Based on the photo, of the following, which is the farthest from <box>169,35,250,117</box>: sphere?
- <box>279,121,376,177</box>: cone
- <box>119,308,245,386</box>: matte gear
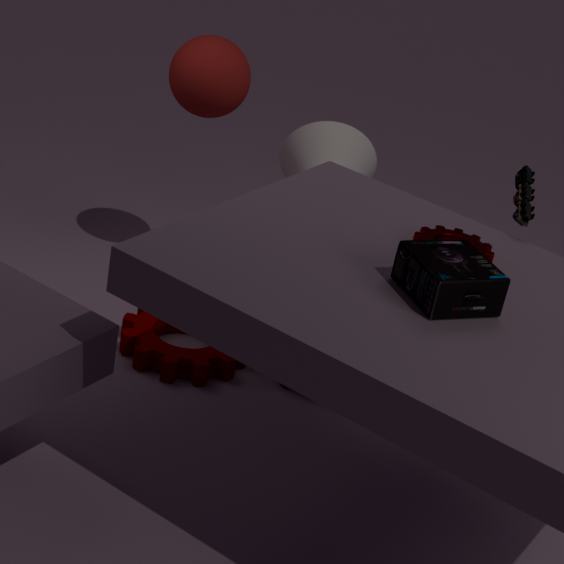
<box>119,308,245,386</box>: matte gear
